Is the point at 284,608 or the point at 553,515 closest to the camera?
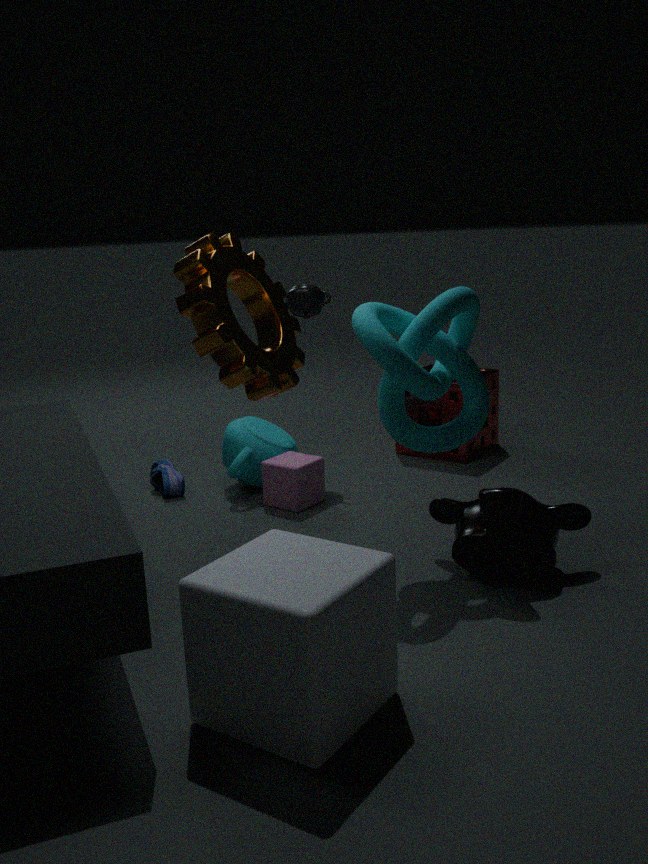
the point at 284,608
